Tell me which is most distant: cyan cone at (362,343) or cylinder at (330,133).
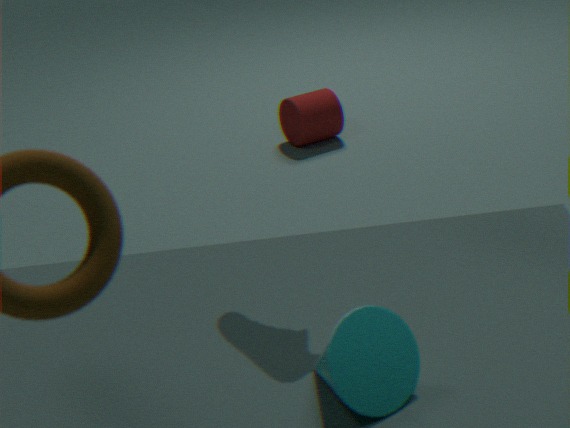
cylinder at (330,133)
